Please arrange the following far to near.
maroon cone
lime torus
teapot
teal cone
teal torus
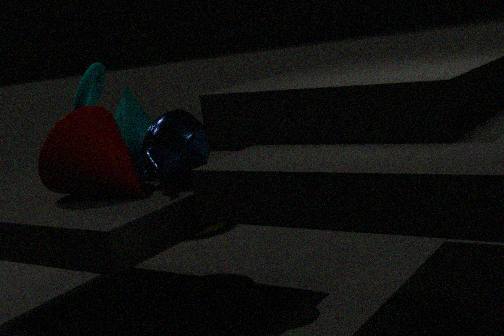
lime torus
teal cone
teal torus
teapot
maroon cone
